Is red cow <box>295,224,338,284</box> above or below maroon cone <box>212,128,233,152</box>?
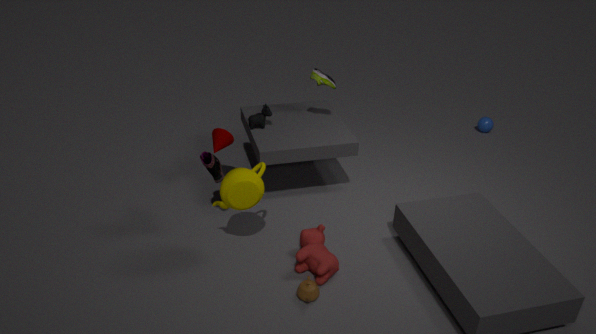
below
